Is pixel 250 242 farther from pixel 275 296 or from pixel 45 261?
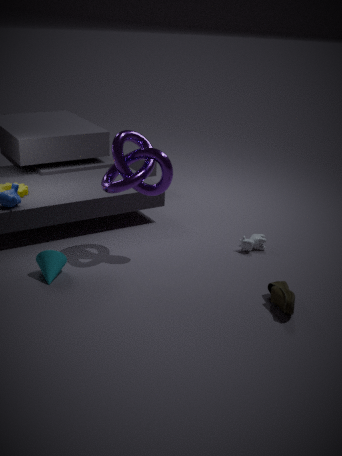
pixel 45 261
